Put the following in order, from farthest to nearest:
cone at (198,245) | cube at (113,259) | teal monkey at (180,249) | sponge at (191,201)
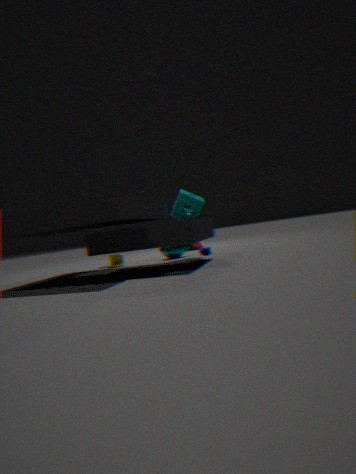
1. cone at (198,245)
2. cube at (113,259)
3. teal monkey at (180,249)
4. sponge at (191,201)
